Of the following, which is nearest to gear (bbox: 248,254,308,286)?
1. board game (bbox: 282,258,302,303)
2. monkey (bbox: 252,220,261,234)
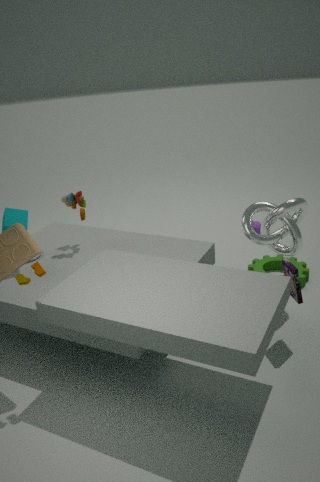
board game (bbox: 282,258,302,303)
